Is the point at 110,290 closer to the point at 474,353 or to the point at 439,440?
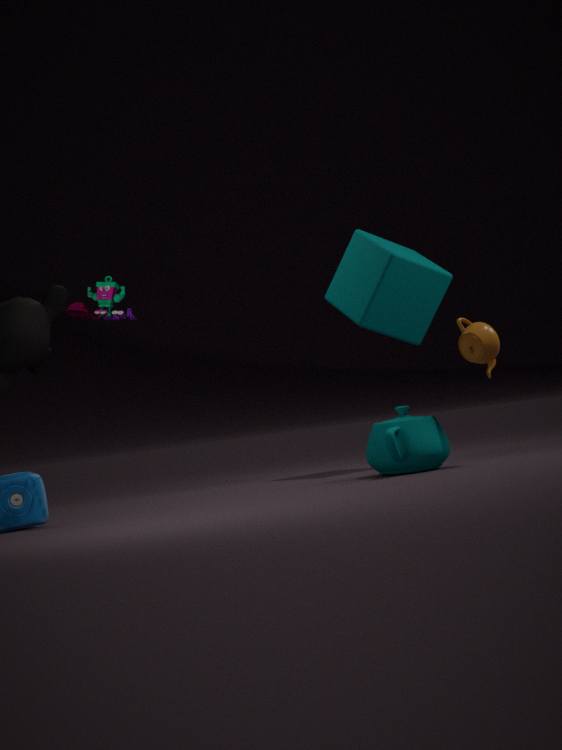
the point at 439,440
